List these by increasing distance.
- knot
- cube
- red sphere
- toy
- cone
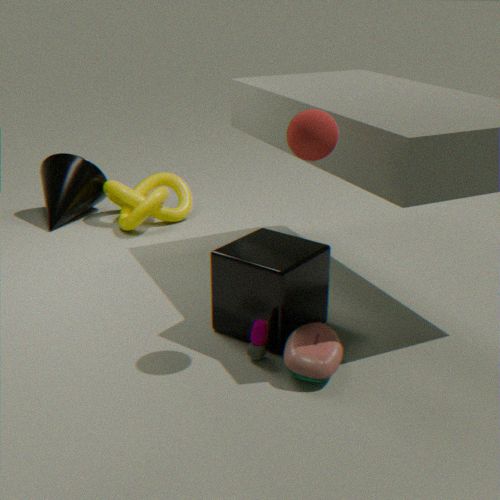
red sphere
toy
cube
knot
cone
